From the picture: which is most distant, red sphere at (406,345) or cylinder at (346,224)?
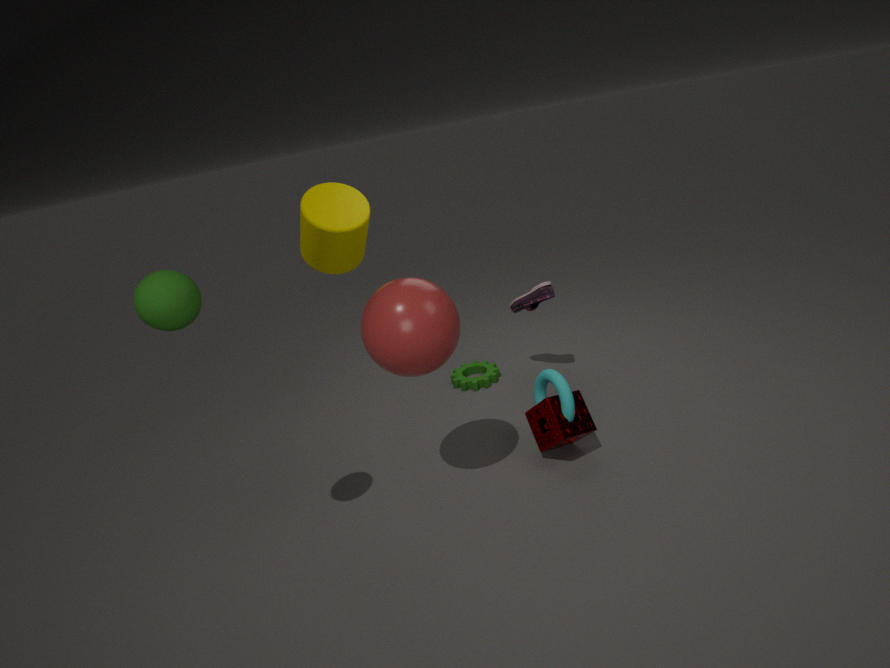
cylinder at (346,224)
